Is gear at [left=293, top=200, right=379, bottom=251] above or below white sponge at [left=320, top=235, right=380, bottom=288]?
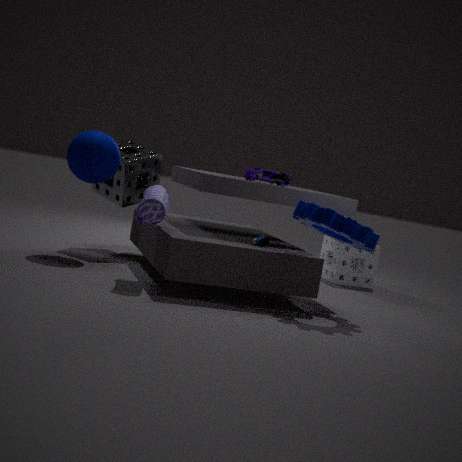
above
